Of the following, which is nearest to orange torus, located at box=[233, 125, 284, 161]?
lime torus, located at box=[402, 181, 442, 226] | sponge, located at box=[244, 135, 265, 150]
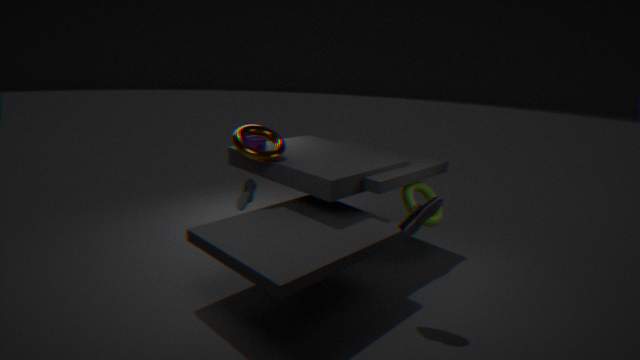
sponge, located at box=[244, 135, 265, 150]
